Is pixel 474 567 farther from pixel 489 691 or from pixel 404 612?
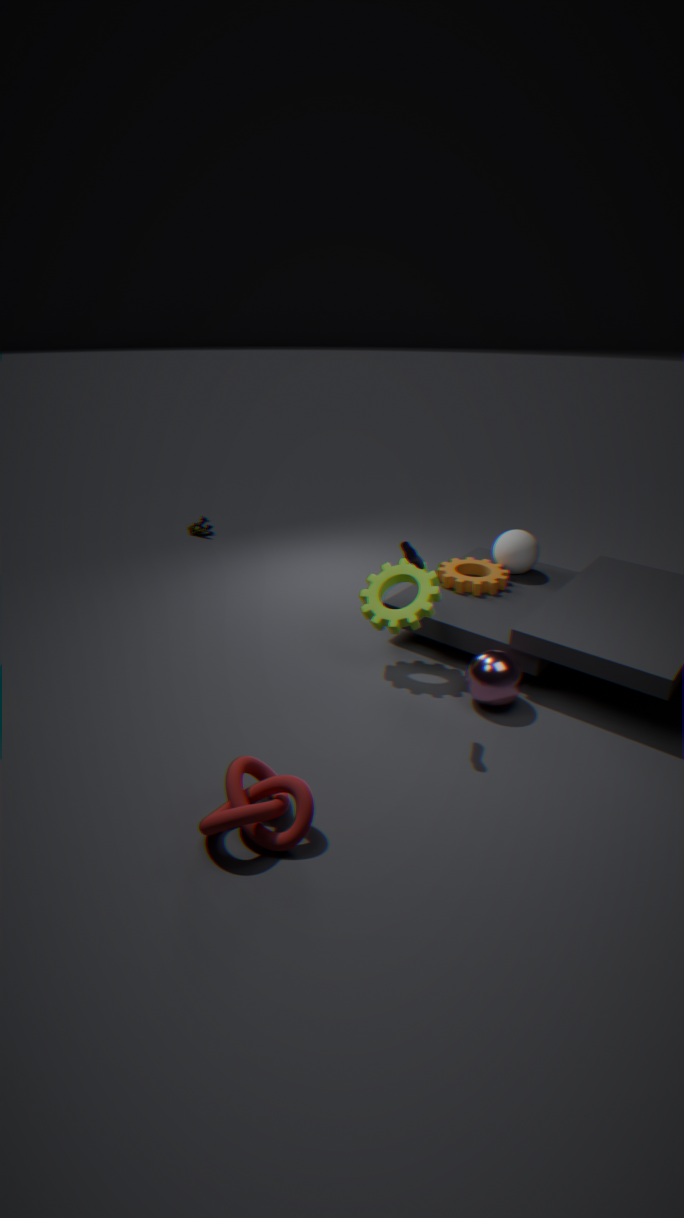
pixel 489 691
